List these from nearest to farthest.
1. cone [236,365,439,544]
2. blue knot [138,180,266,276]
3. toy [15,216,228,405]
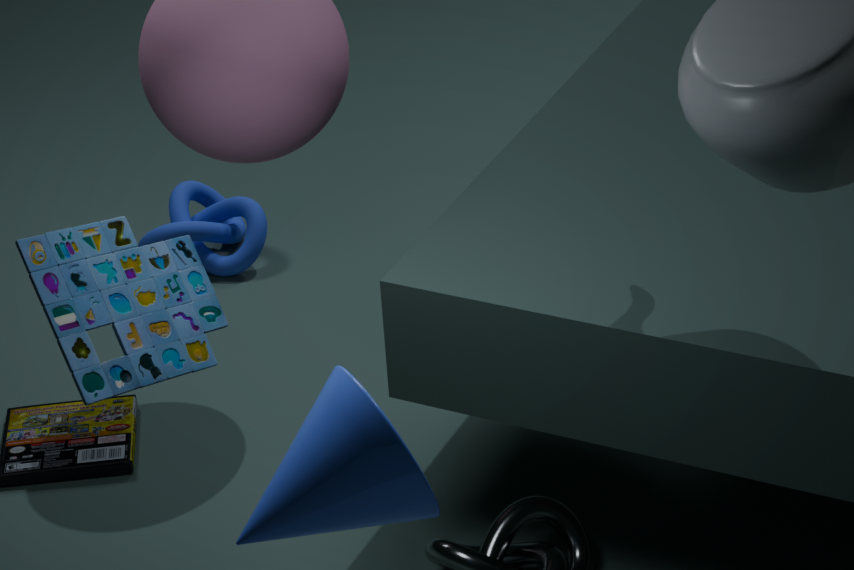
cone [236,365,439,544], toy [15,216,228,405], blue knot [138,180,266,276]
